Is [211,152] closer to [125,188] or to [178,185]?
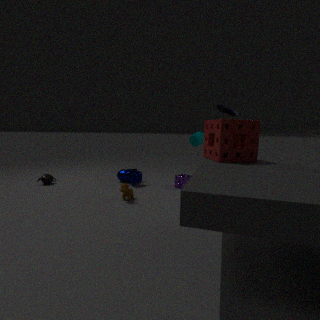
[178,185]
